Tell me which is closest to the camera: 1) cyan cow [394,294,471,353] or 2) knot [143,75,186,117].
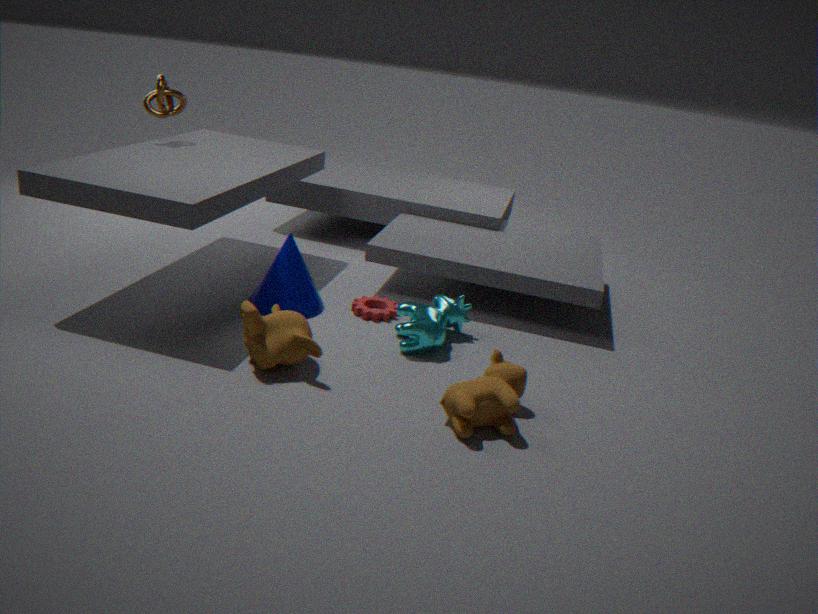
1. cyan cow [394,294,471,353]
